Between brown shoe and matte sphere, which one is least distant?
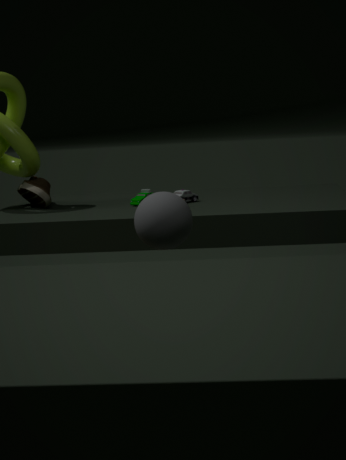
matte sphere
